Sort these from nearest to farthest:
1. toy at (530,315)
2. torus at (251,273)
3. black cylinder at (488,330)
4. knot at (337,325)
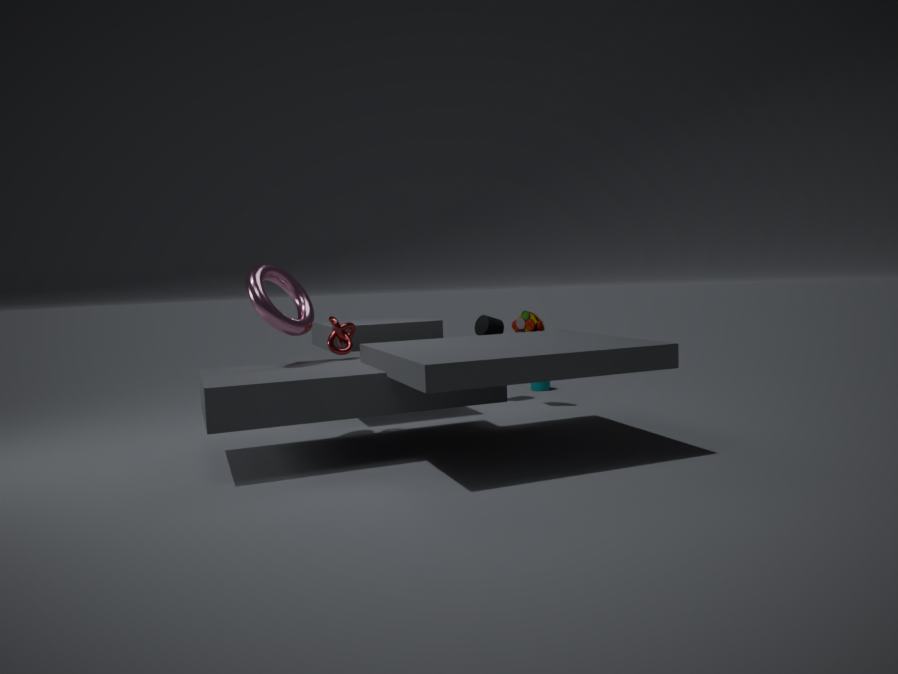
torus at (251,273), knot at (337,325), toy at (530,315), black cylinder at (488,330)
